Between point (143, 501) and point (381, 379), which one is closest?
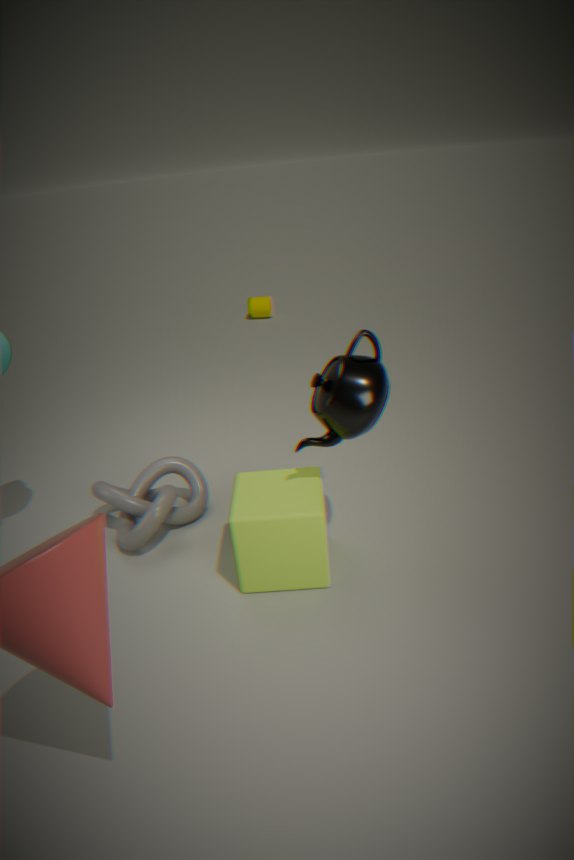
point (381, 379)
